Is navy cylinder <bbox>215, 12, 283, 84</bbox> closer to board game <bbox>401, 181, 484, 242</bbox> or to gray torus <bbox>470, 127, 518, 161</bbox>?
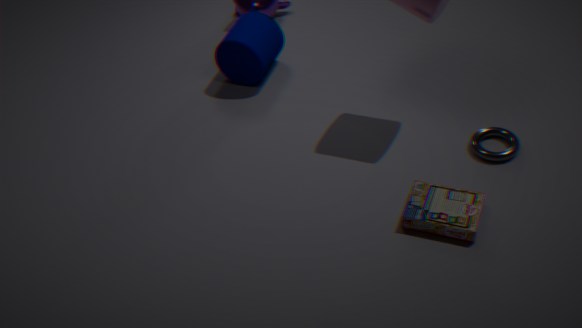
board game <bbox>401, 181, 484, 242</bbox>
